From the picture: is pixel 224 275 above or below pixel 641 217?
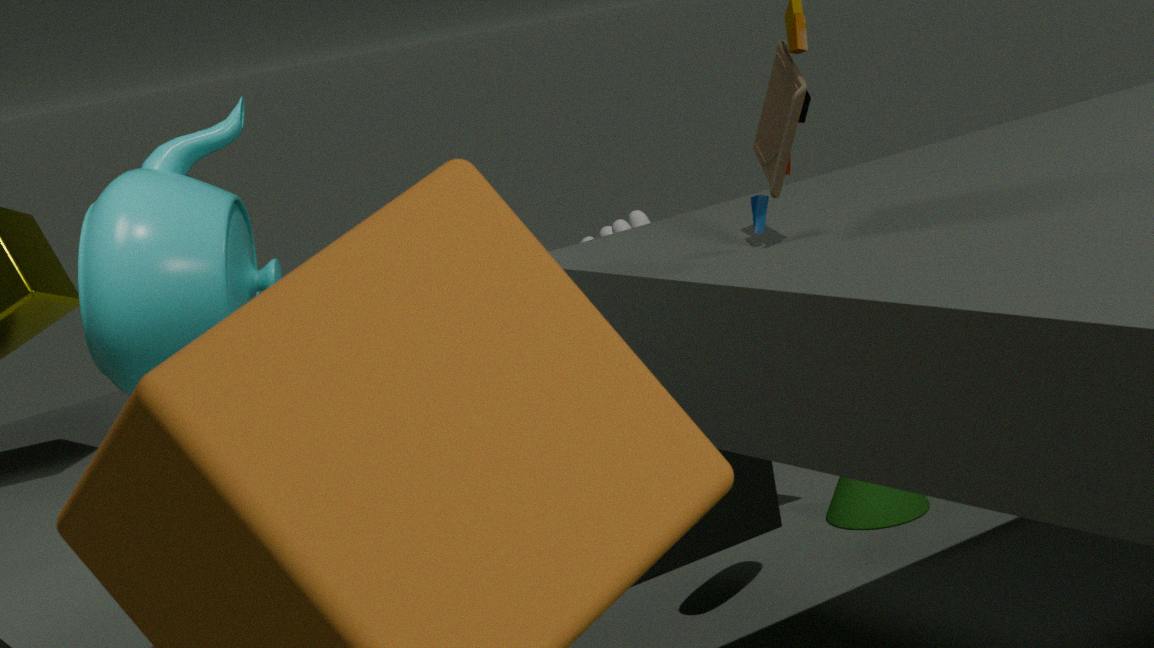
above
